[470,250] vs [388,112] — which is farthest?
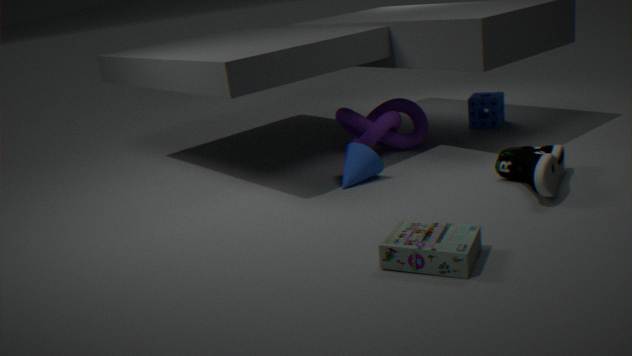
[388,112]
